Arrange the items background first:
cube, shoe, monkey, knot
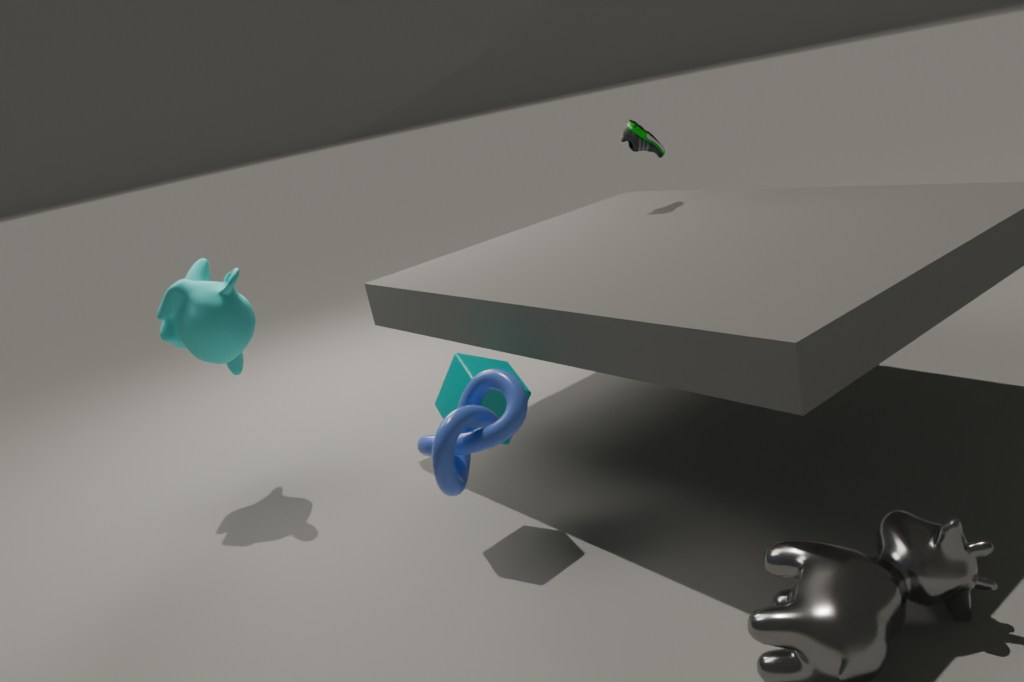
shoe, monkey, cube, knot
